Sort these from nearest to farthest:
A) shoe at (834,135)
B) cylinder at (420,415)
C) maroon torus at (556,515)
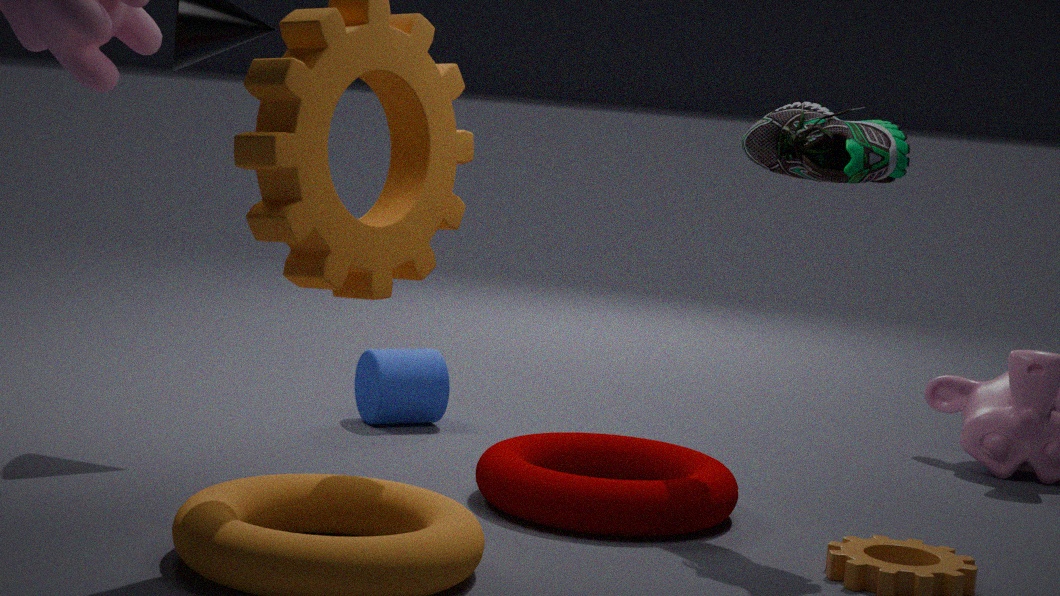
shoe at (834,135), maroon torus at (556,515), cylinder at (420,415)
